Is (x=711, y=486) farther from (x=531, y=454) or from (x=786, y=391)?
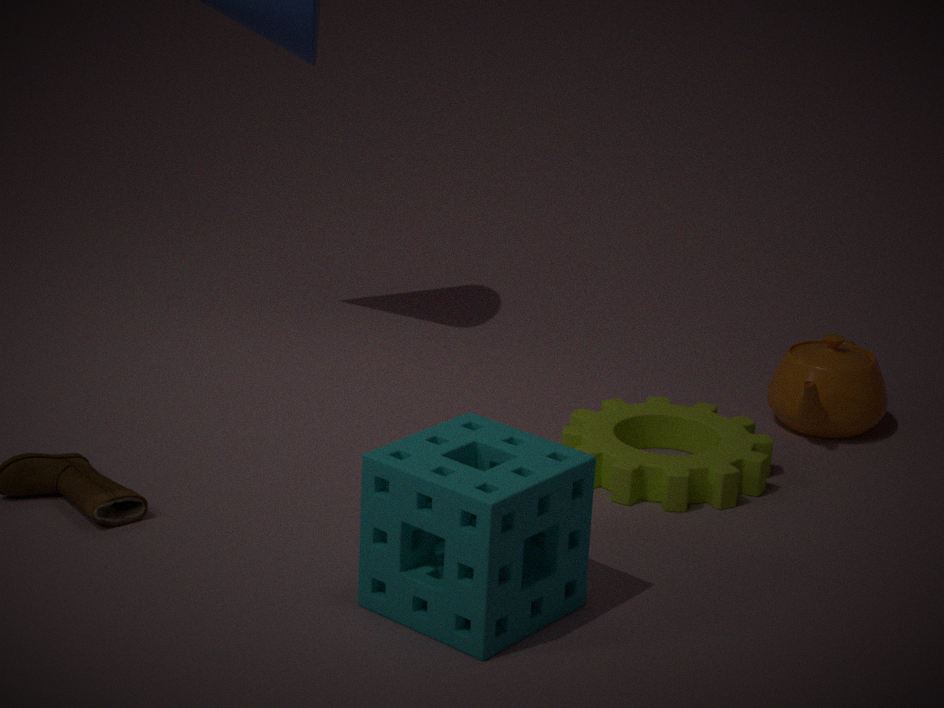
(x=531, y=454)
